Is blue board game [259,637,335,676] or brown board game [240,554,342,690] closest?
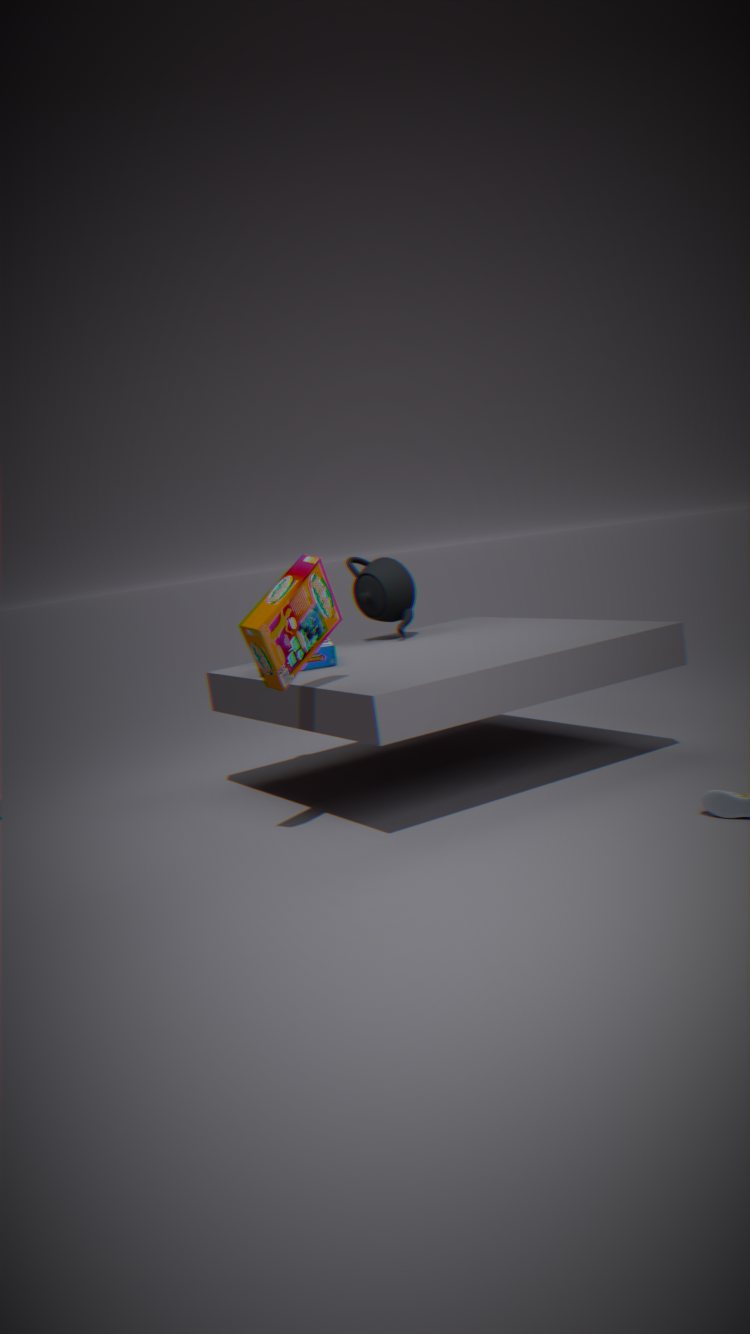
brown board game [240,554,342,690]
